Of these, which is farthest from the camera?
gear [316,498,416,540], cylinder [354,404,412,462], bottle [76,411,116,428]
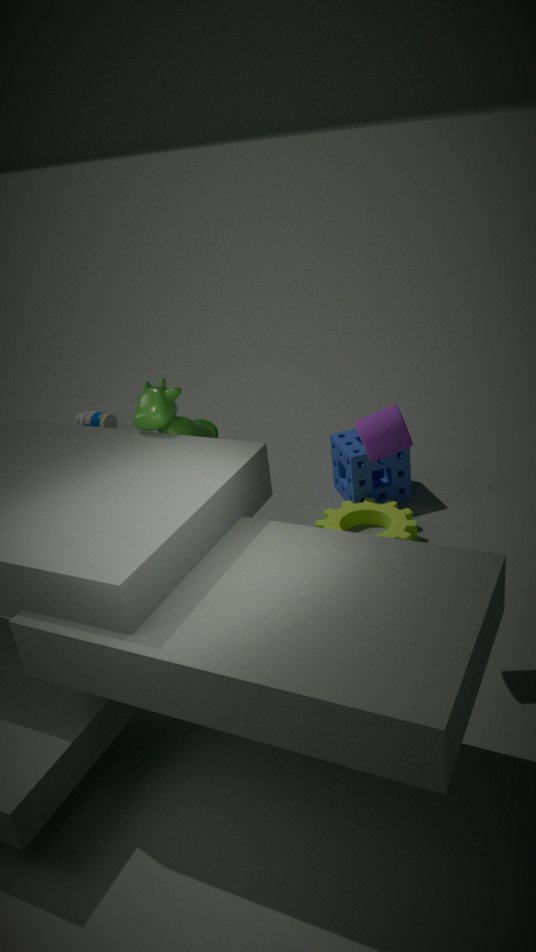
bottle [76,411,116,428]
